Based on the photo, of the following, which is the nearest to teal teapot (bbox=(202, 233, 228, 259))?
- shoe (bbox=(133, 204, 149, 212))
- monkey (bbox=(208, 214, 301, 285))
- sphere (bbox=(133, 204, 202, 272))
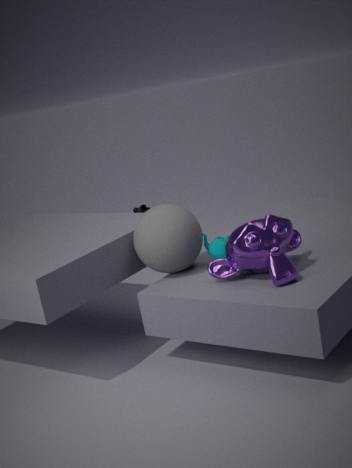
sphere (bbox=(133, 204, 202, 272))
